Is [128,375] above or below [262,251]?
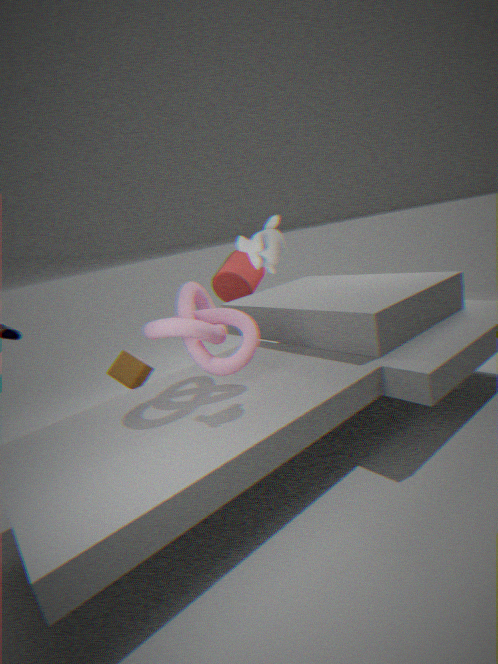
below
